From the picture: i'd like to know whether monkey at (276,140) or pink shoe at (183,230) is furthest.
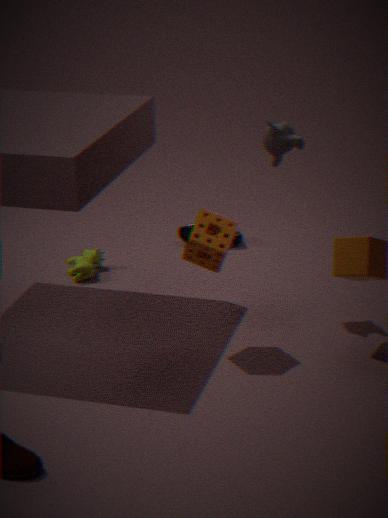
pink shoe at (183,230)
